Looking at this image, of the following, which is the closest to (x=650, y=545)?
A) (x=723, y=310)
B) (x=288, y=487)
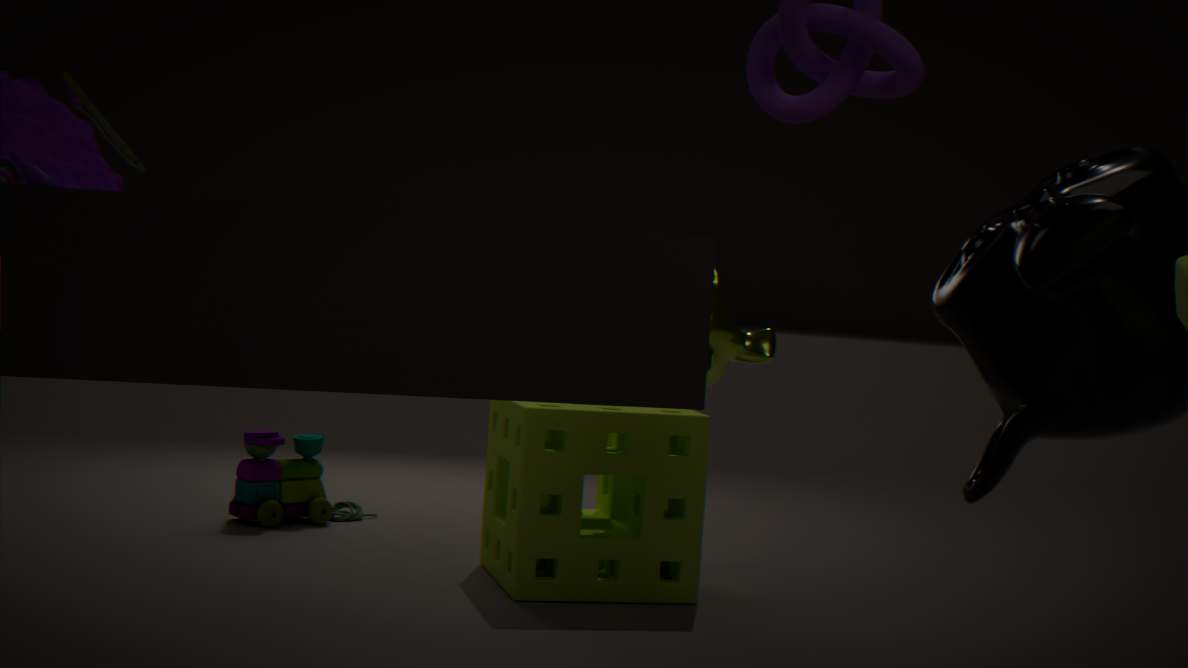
(x=723, y=310)
